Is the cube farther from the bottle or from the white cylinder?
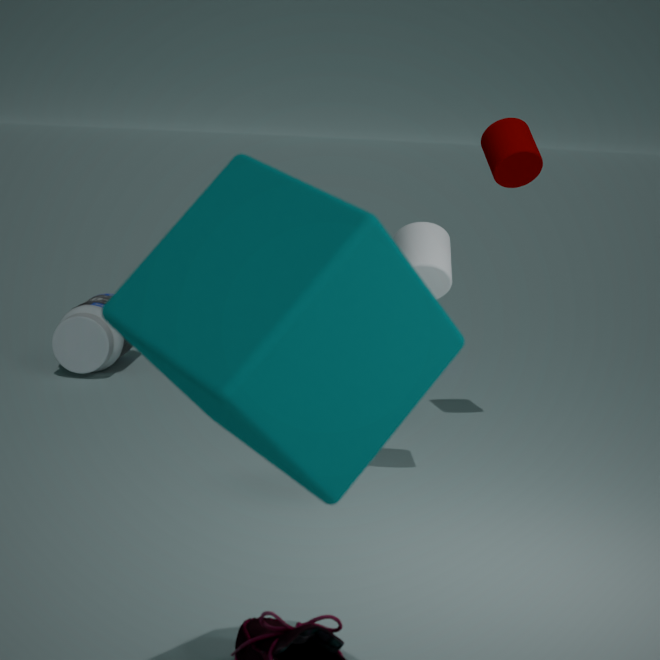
the bottle
